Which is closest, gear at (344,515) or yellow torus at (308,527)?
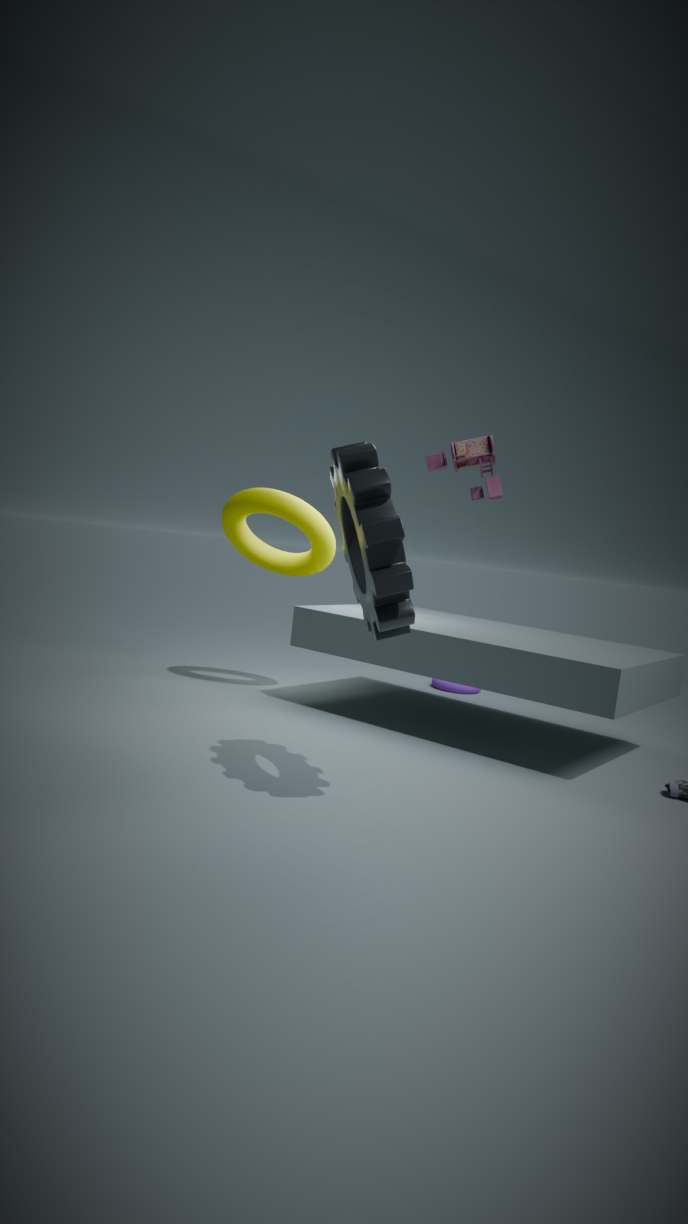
gear at (344,515)
